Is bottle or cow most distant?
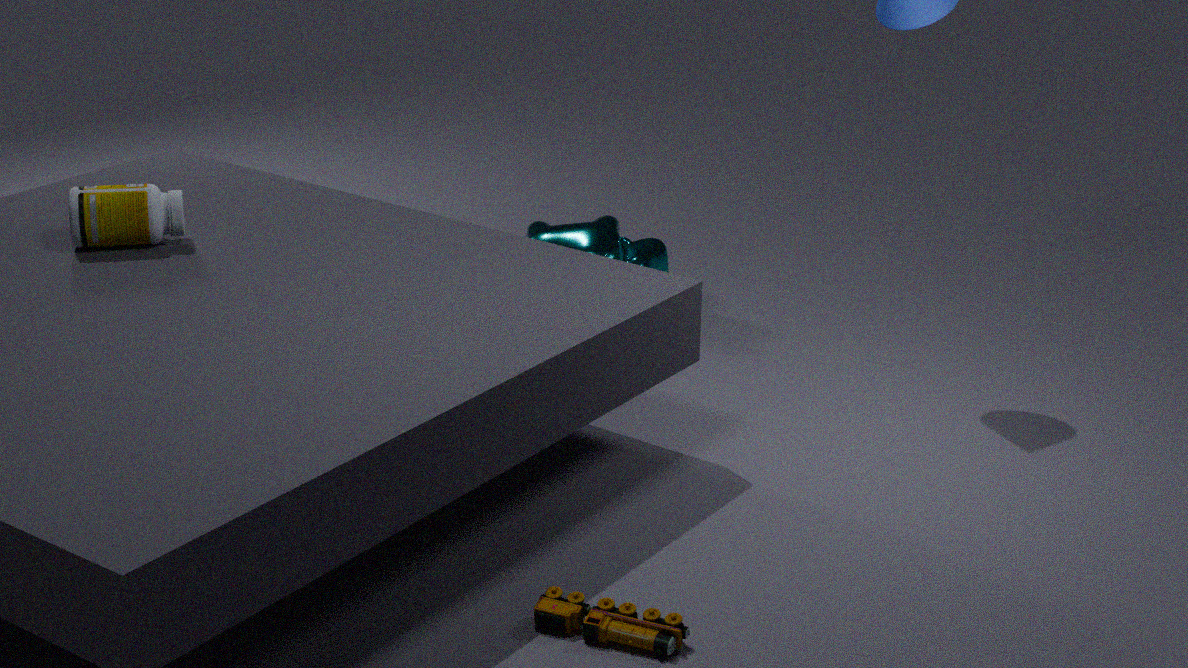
cow
